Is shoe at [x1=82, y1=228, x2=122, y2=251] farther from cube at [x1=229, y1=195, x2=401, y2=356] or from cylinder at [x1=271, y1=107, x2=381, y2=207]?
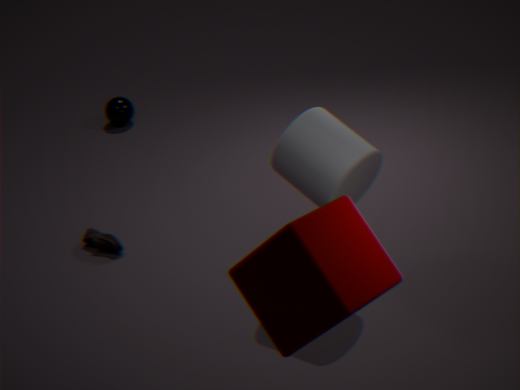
cube at [x1=229, y1=195, x2=401, y2=356]
